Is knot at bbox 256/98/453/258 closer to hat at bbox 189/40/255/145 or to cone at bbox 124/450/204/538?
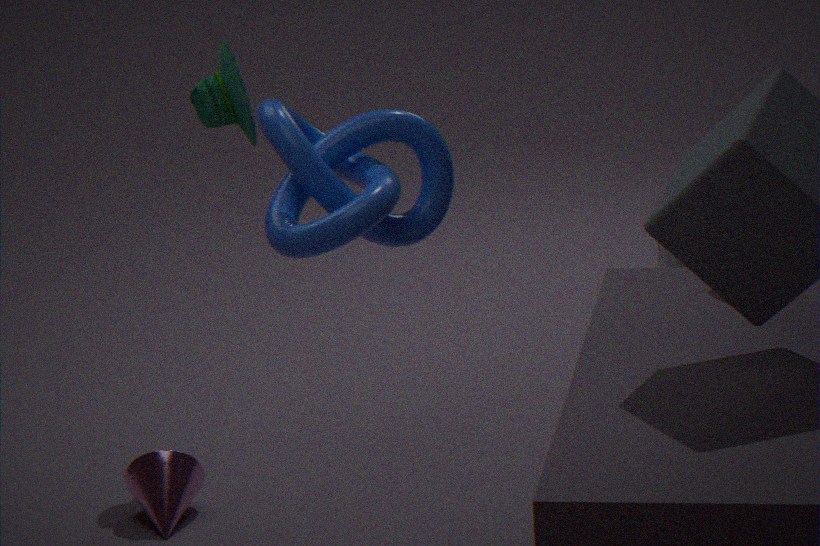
hat at bbox 189/40/255/145
